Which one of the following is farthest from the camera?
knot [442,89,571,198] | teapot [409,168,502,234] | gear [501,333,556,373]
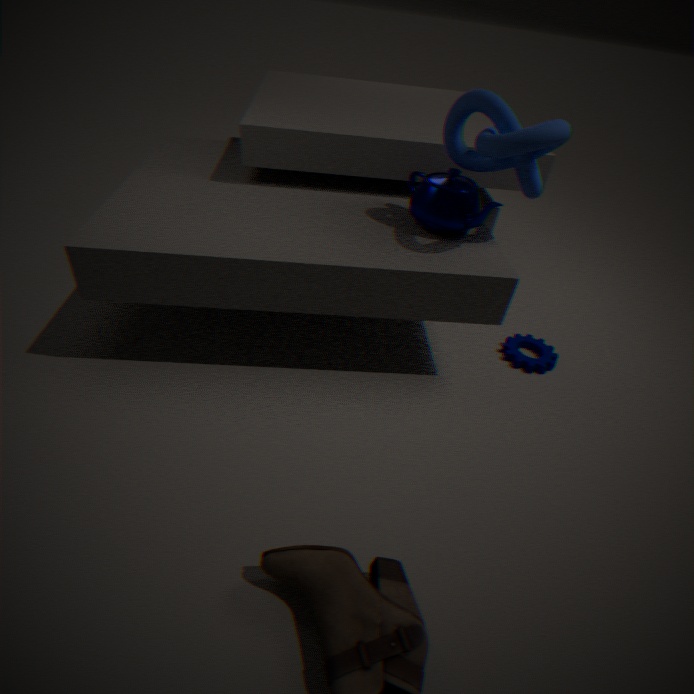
gear [501,333,556,373]
